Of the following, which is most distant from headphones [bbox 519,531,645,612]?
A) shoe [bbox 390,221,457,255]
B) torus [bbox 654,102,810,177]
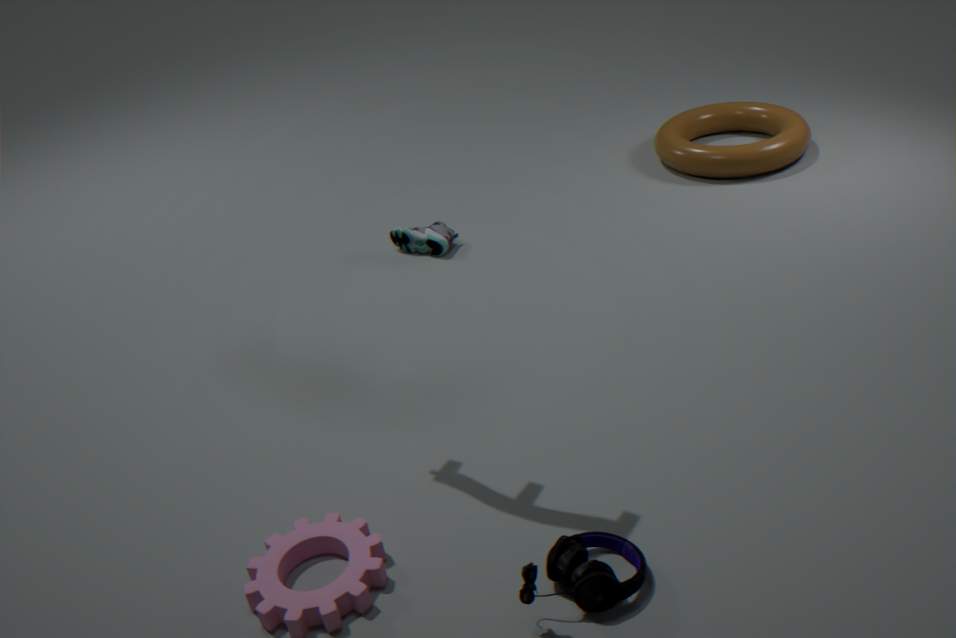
torus [bbox 654,102,810,177]
